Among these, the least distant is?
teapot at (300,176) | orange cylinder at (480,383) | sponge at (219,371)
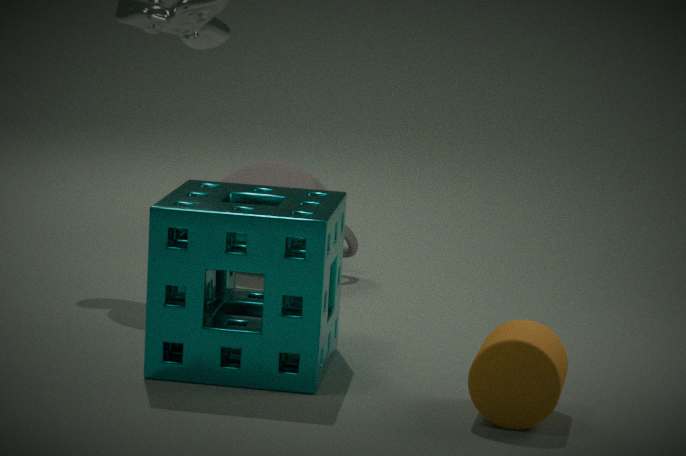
orange cylinder at (480,383)
